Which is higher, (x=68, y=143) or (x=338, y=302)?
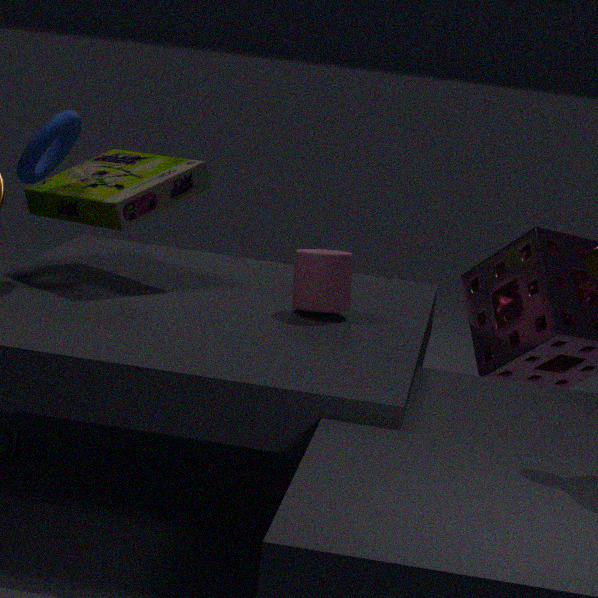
(x=68, y=143)
